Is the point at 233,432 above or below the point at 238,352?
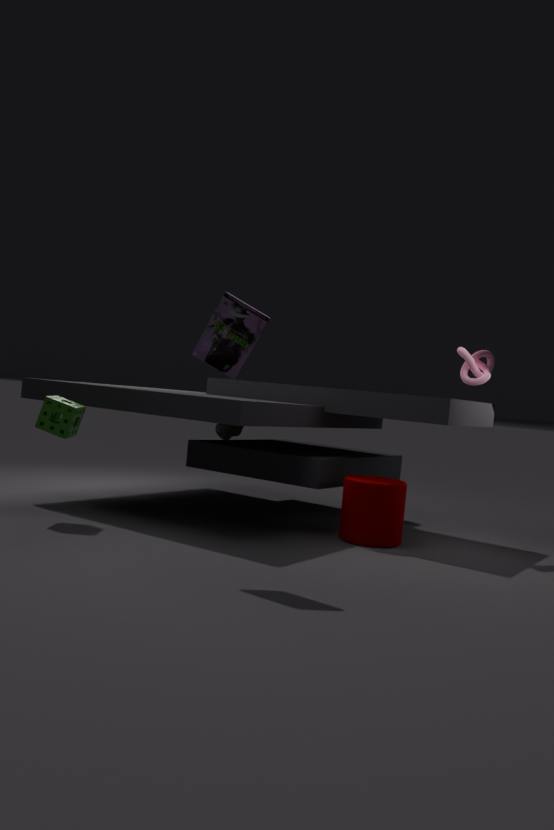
below
